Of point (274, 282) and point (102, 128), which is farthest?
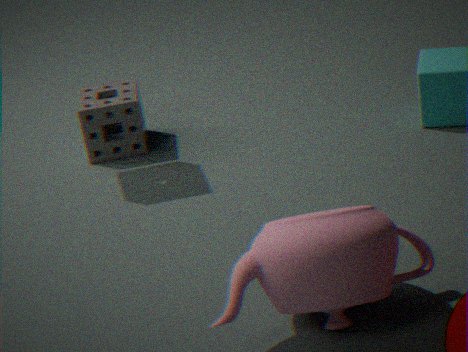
point (102, 128)
